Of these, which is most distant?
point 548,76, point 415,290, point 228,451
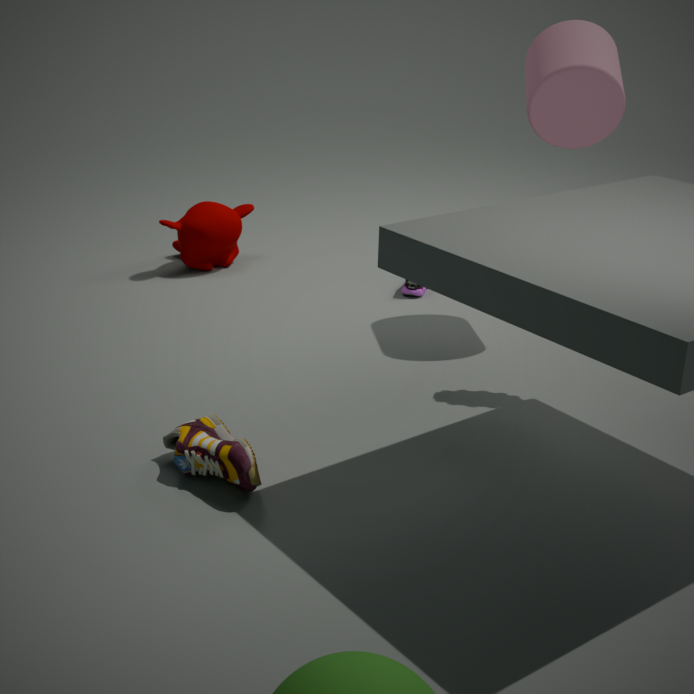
point 415,290
